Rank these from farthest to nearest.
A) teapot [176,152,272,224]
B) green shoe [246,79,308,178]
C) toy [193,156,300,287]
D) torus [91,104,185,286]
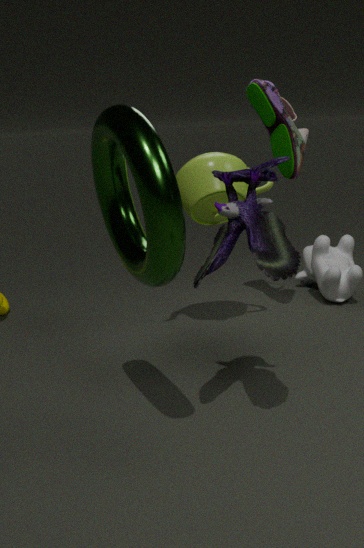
green shoe [246,79,308,178]
teapot [176,152,272,224]
toy [193,156,300,287]
torus [91,104,185,286]
